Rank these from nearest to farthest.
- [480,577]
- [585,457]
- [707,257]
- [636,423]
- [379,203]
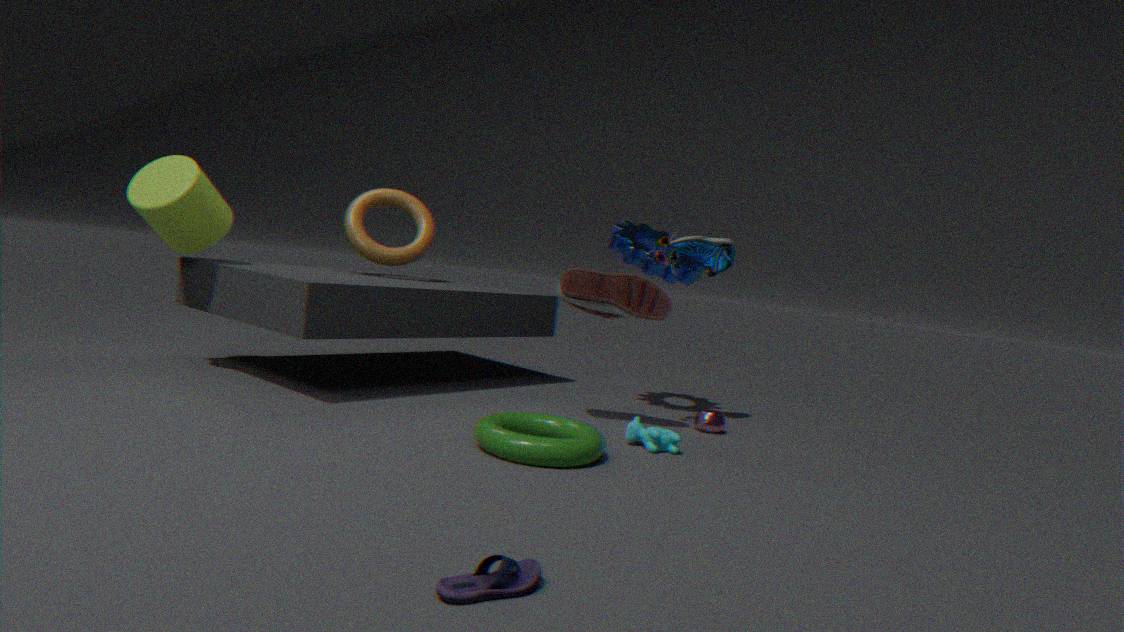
[480,577] → [585,457] → [636,423] → [707,257] → [379,203]
